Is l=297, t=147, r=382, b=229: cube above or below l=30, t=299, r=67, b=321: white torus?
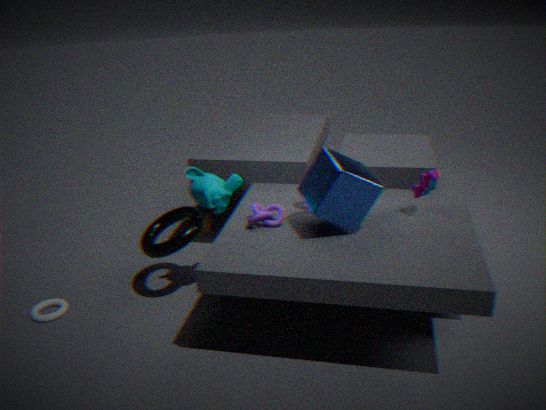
above
